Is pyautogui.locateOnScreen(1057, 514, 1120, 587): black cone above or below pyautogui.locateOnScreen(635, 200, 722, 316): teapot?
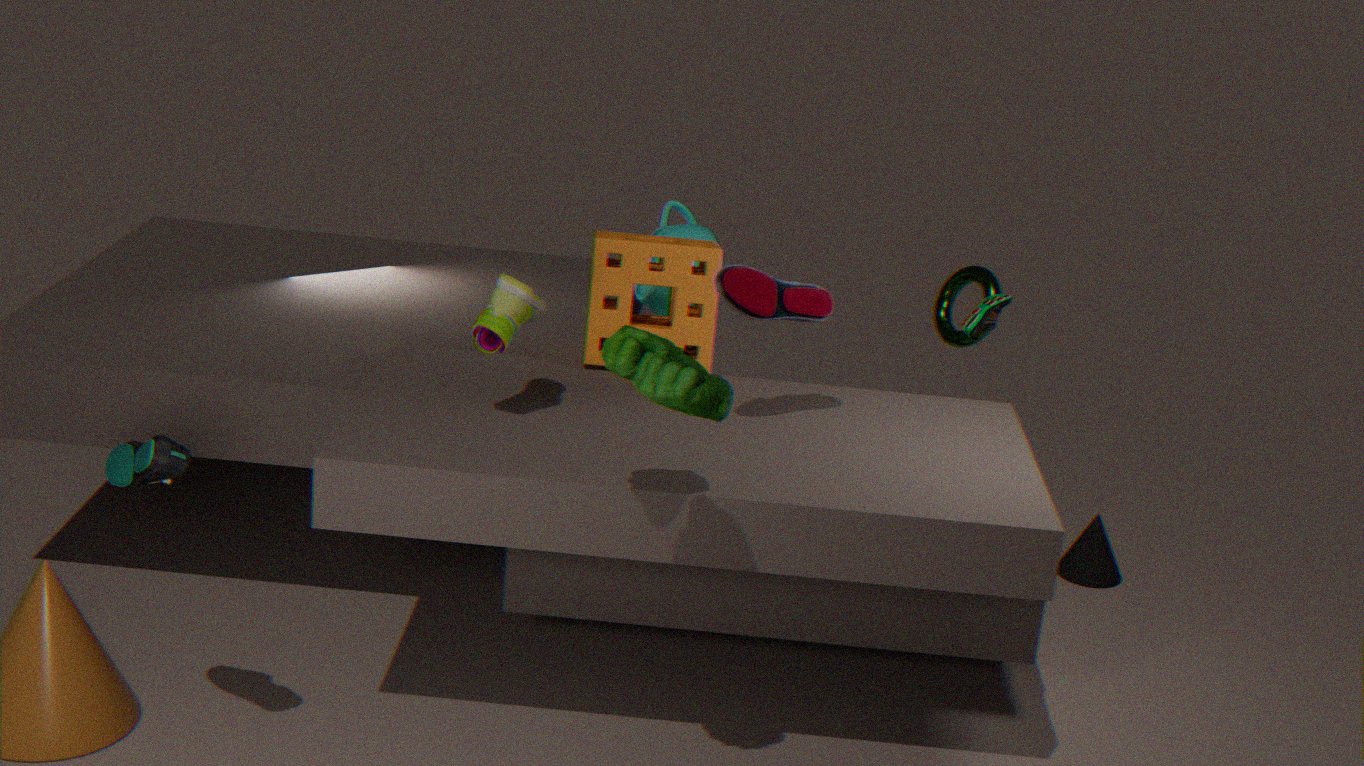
A: below
